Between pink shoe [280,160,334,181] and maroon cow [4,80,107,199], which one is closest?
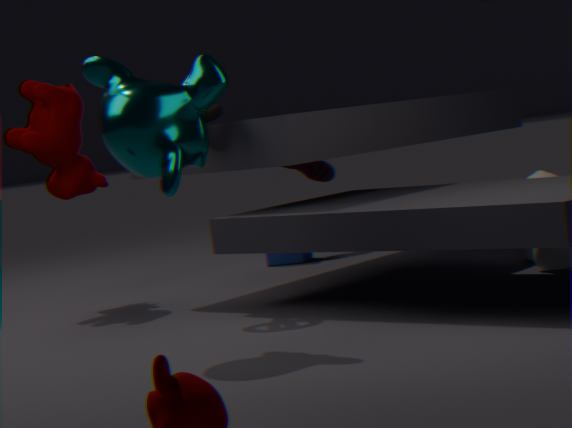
maroon cow [4,80,107,199]
